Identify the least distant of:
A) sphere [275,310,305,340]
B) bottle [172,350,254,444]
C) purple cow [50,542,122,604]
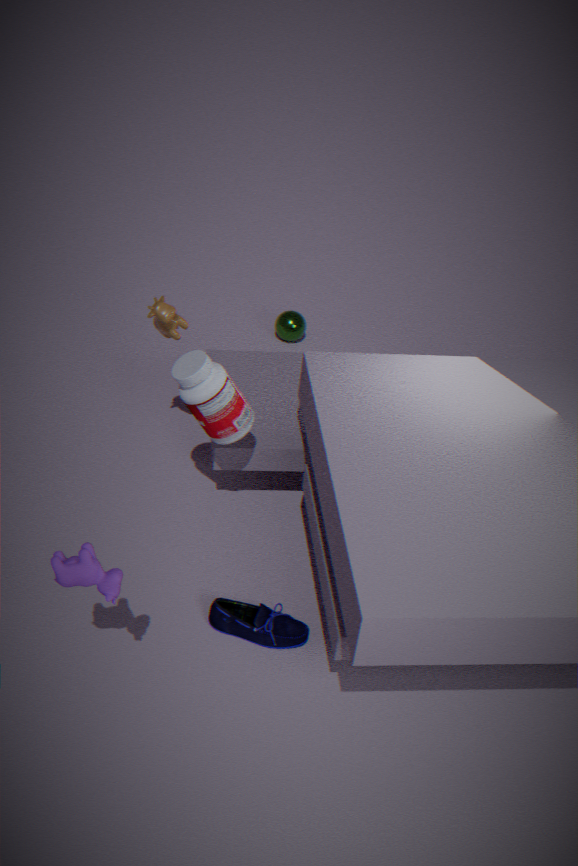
purple cow [50,542,122,604]
